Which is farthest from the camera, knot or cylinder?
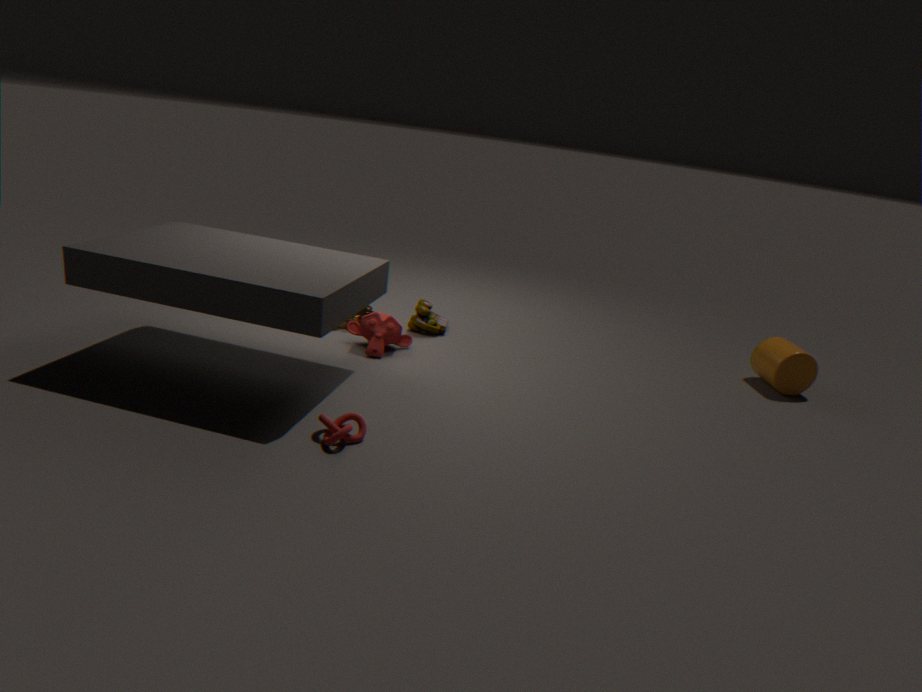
cylinder
